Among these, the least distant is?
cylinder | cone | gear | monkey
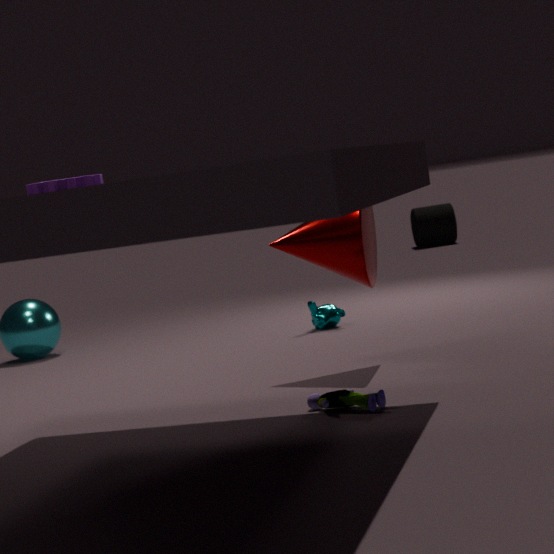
gear
